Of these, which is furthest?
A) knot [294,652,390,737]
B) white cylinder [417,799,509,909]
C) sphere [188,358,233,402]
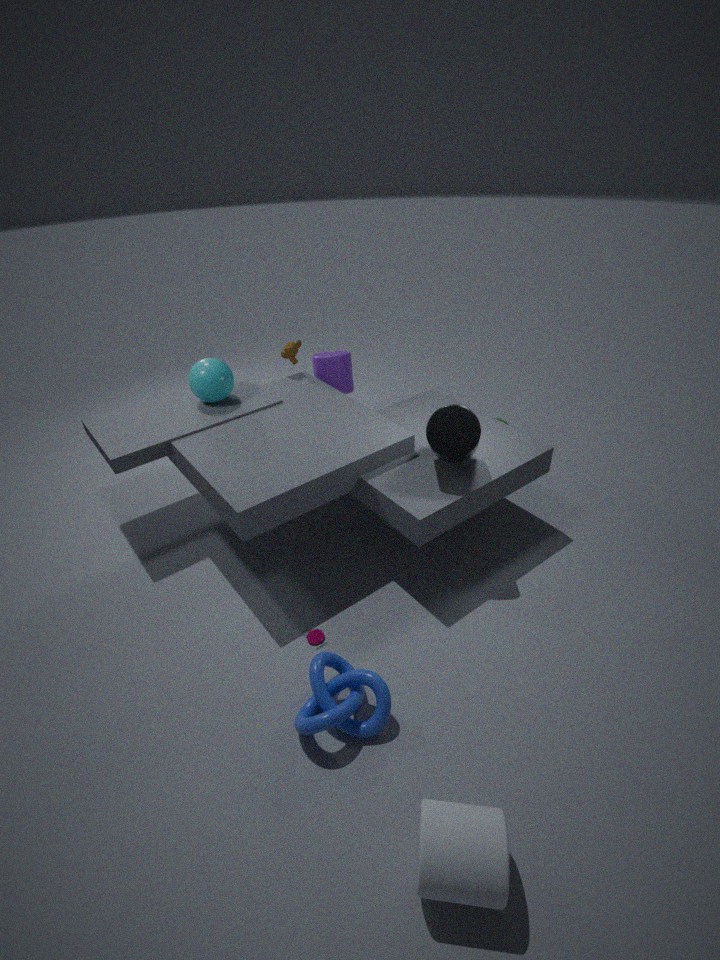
sphere [188,358,233,402]
